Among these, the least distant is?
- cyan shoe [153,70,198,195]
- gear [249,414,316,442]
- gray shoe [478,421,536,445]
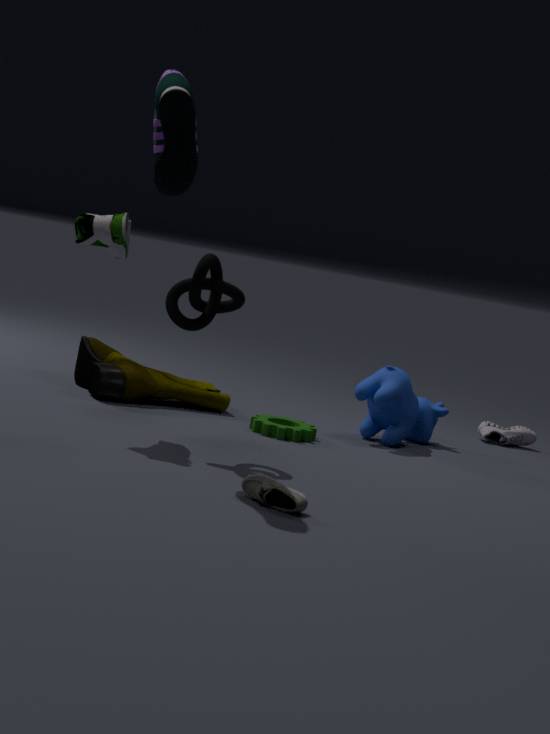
cyan shoe [153,70,198,195]
